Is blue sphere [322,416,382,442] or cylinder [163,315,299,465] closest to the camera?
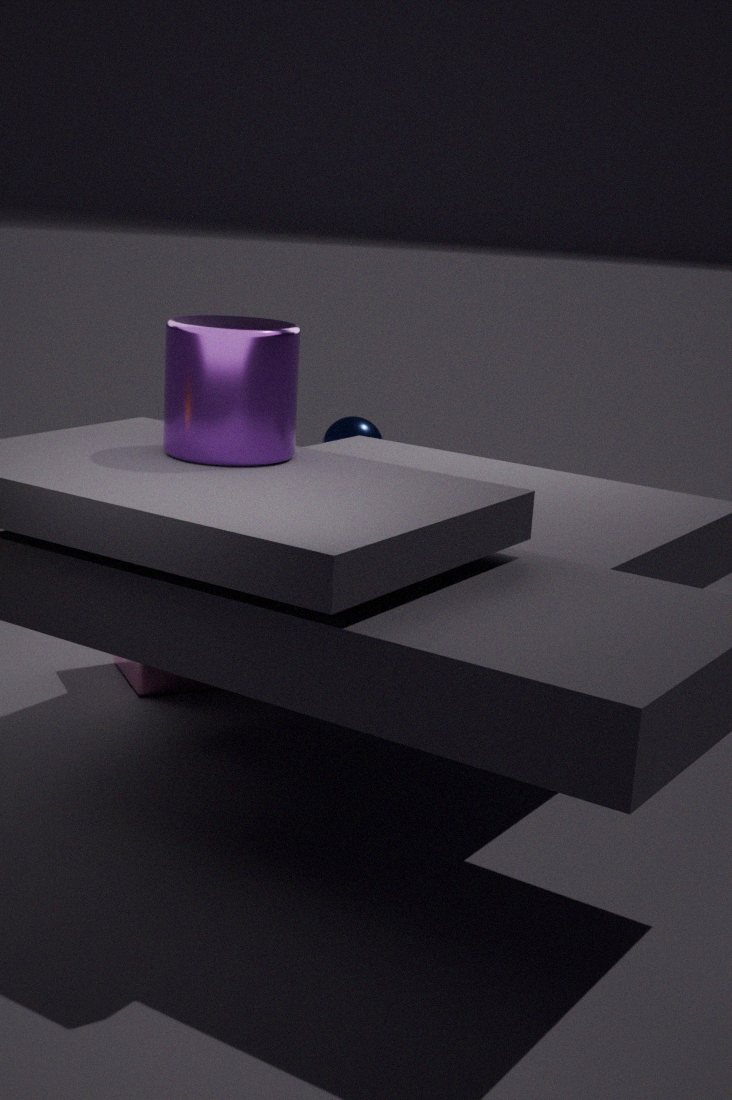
cylinder [163,315,299,465]
